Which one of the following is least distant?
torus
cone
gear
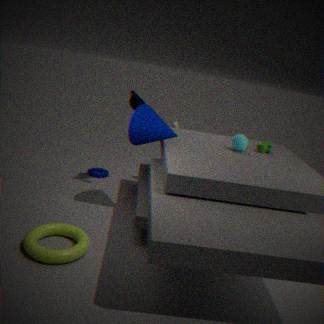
torus
